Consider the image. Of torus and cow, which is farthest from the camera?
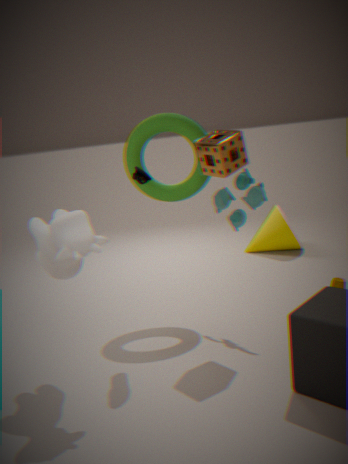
torus
